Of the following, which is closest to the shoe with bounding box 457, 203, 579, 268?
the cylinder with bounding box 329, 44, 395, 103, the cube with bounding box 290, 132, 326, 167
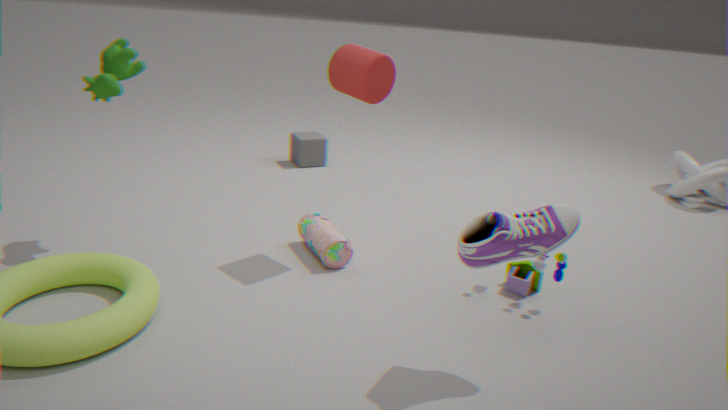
the cylinder with bounding box 329, 44, 395, 103
